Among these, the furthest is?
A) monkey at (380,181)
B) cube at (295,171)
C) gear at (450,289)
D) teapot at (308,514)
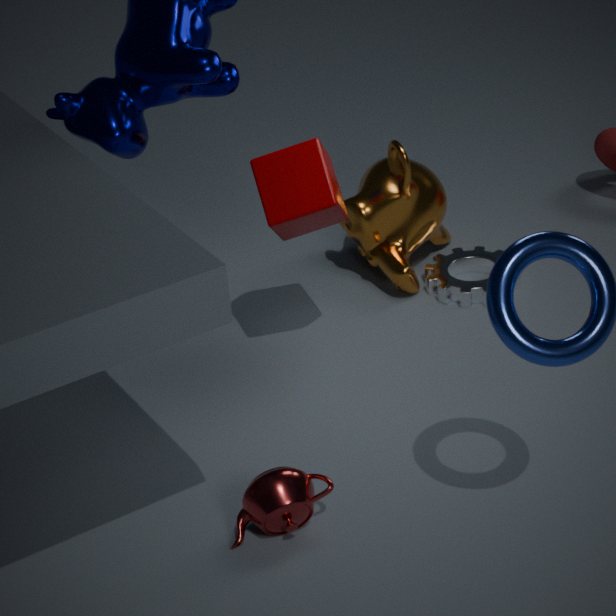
monkey at (380,181)
